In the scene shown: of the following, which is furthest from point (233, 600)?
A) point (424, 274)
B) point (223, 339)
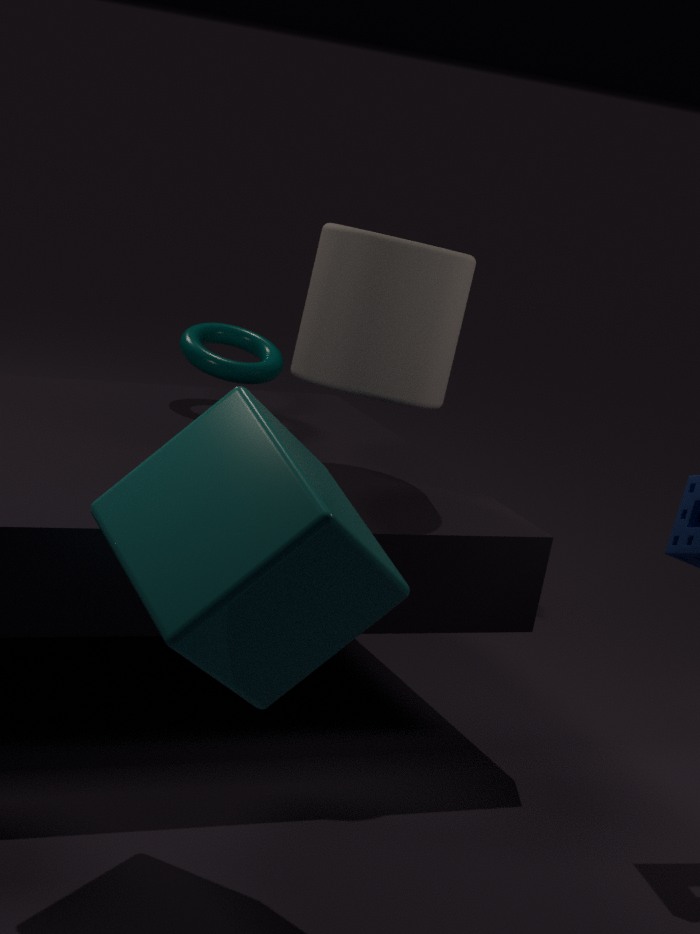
point (223, 339)
